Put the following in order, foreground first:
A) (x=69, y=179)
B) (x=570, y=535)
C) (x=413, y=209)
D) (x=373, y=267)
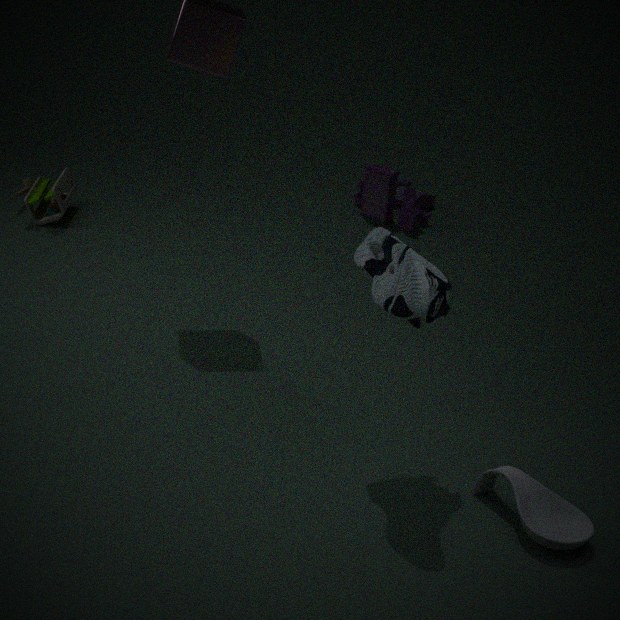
B. (x=570, y=535), D. (x=373, y=267), A. (x=69, y=179), C. (x=413, y=209)
